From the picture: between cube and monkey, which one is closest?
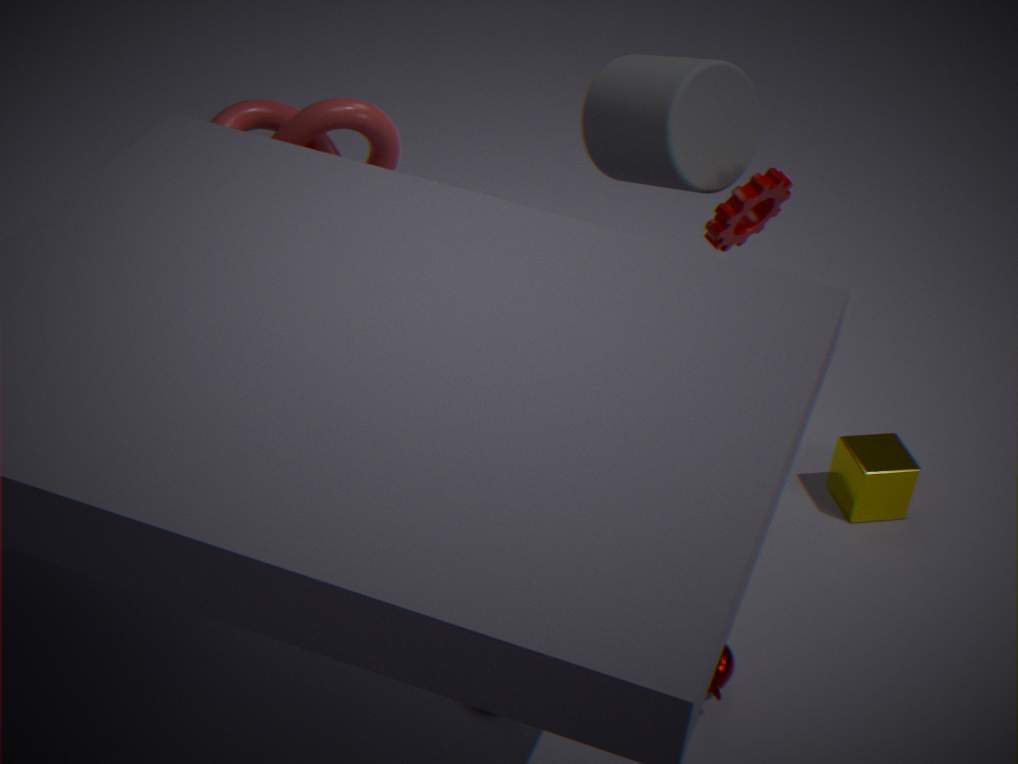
monkey
